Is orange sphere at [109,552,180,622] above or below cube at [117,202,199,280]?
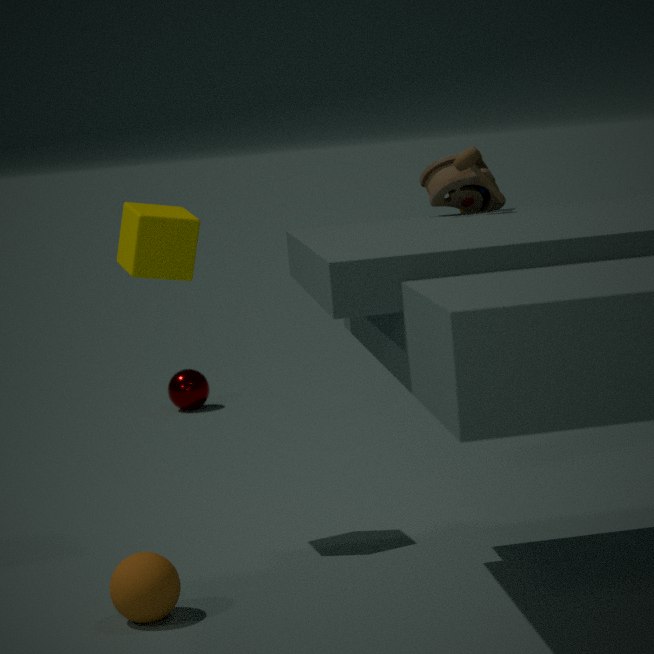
below
